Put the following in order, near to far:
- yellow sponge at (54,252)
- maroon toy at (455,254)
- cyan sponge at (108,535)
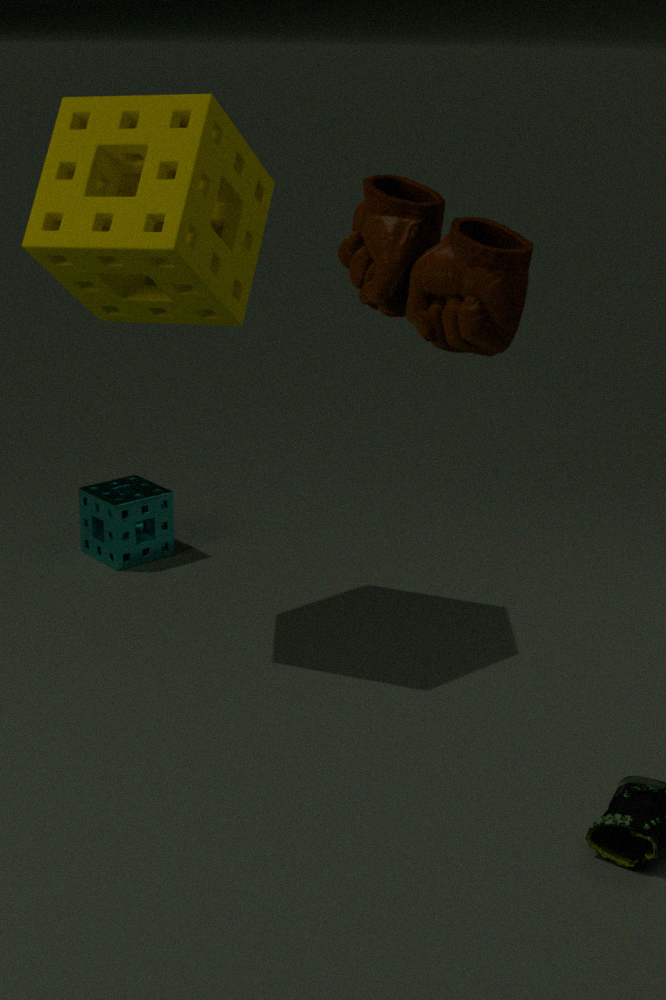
maroon toy at (455,254)
yellow sponge at (54,252)
cyan sponge at (108,535)
